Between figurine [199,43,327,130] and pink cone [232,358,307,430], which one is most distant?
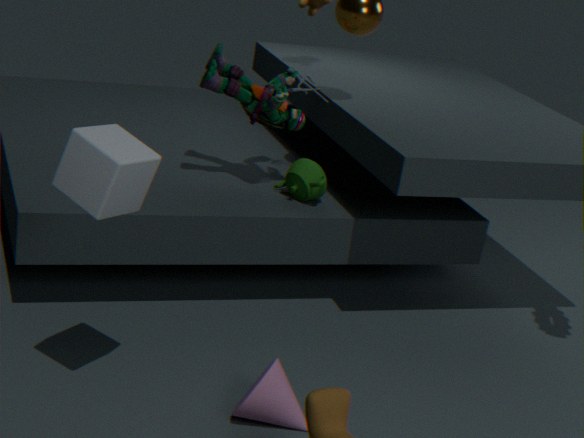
figurine [199,43,327,130]
